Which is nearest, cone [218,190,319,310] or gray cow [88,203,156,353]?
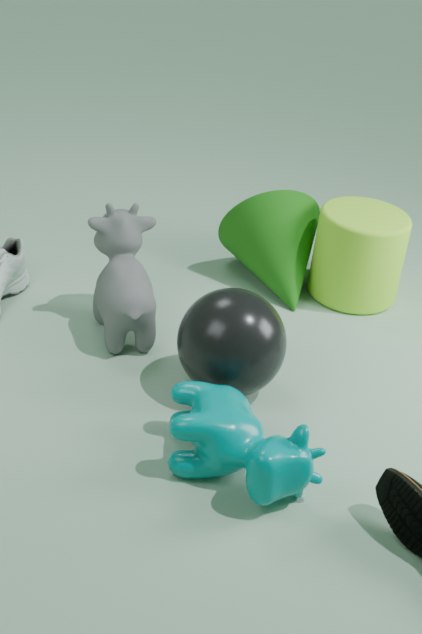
gray cow [88,203,156,353]
